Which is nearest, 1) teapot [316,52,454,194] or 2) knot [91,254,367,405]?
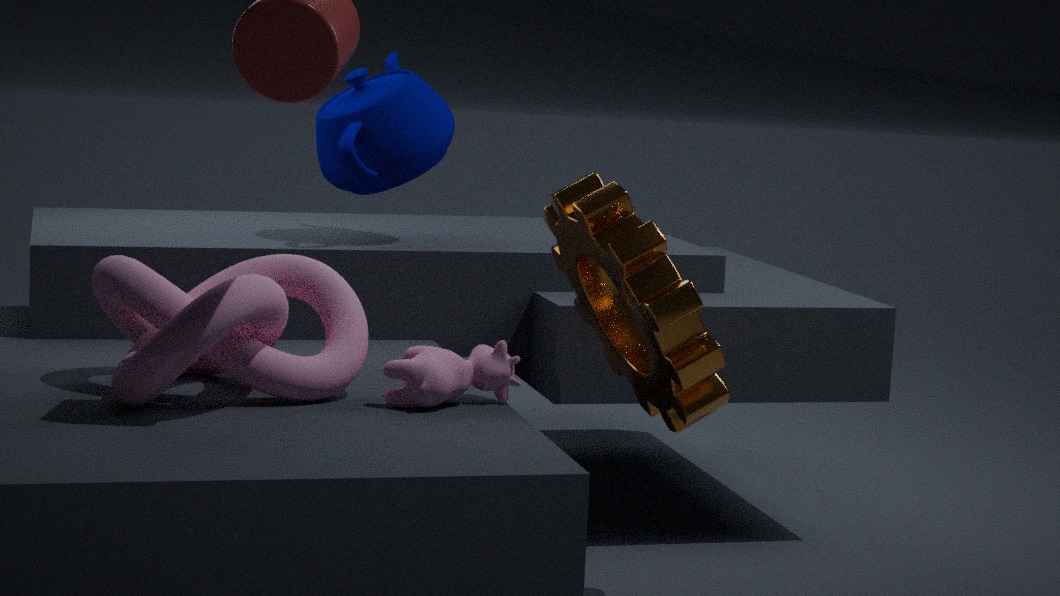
2. knot [91,254,367,405]
